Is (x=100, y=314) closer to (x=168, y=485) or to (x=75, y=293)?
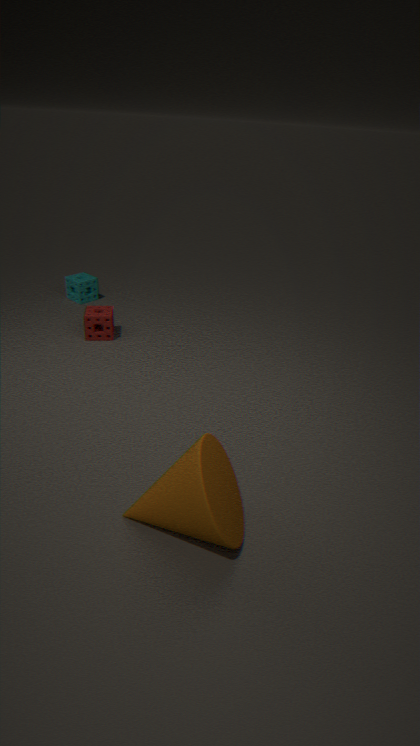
(x=75, y=293)
